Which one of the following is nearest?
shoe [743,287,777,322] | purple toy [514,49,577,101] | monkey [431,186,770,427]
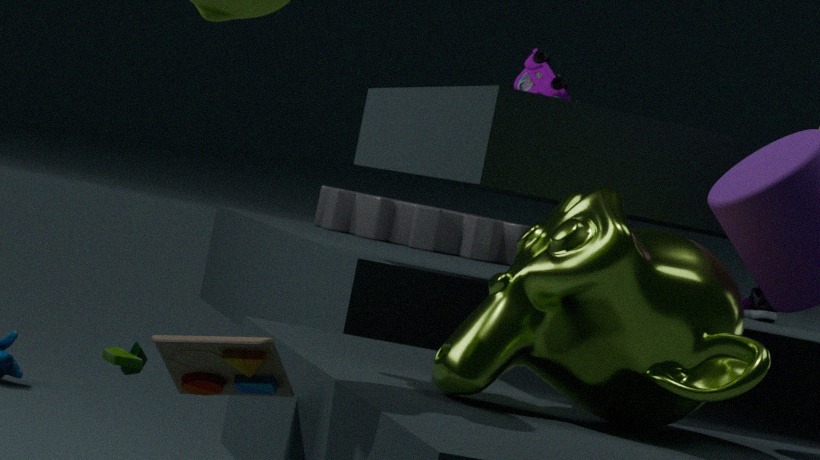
monkey [431,186,770,427]
